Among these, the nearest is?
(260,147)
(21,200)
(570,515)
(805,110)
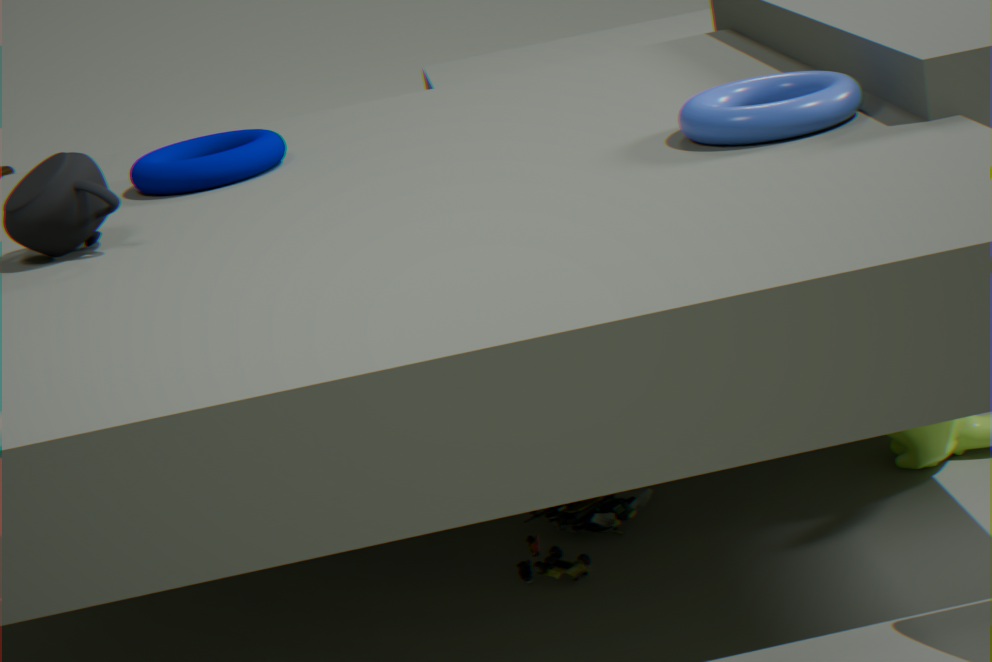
(570,515)
